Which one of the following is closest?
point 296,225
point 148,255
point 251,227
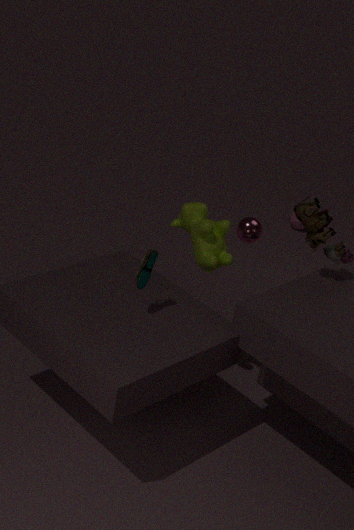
point 148,255
